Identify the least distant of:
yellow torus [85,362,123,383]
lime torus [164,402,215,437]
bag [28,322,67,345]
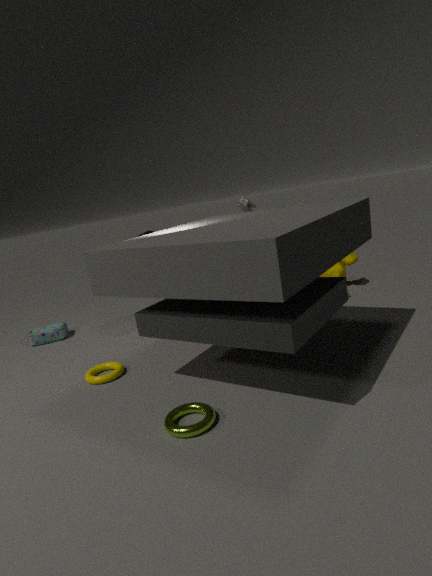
lime torus [164,402,215,437]
